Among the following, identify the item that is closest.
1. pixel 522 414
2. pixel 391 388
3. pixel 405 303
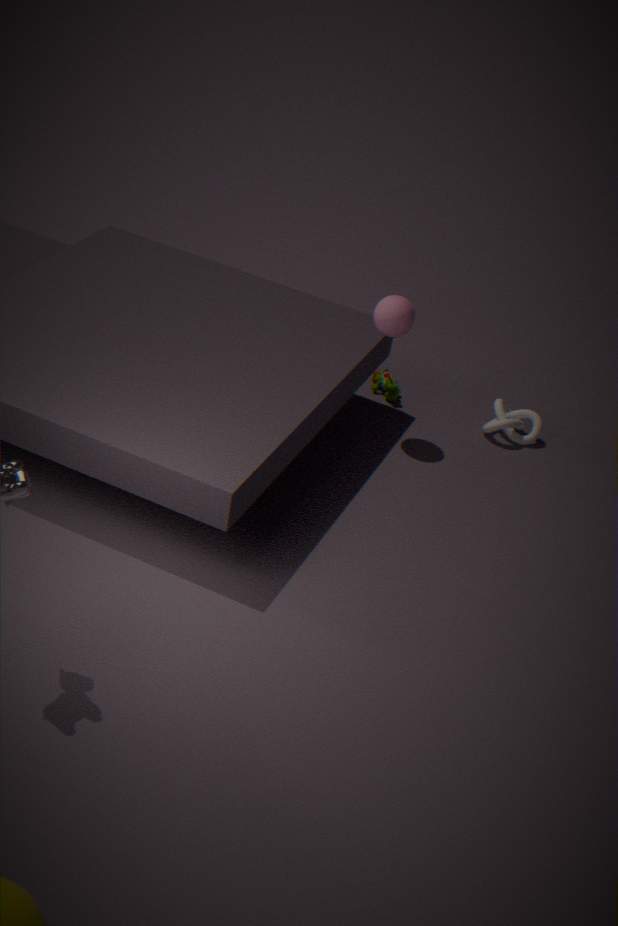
pixel 405 303
